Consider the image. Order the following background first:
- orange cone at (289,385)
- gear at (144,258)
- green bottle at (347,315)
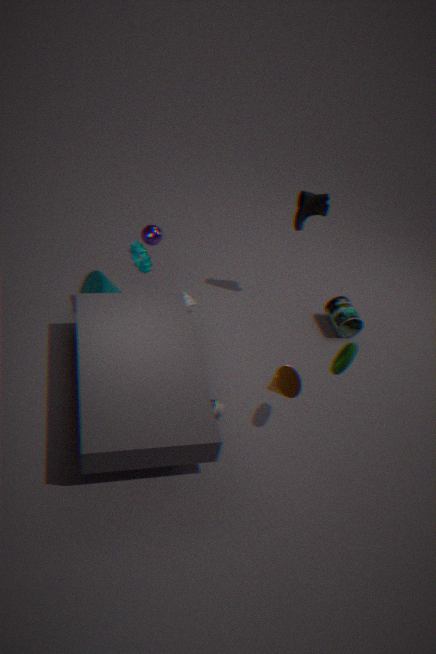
1. green bottle at (347,315)
2. gear at (144,258)
3. orange cone at (289,385)
